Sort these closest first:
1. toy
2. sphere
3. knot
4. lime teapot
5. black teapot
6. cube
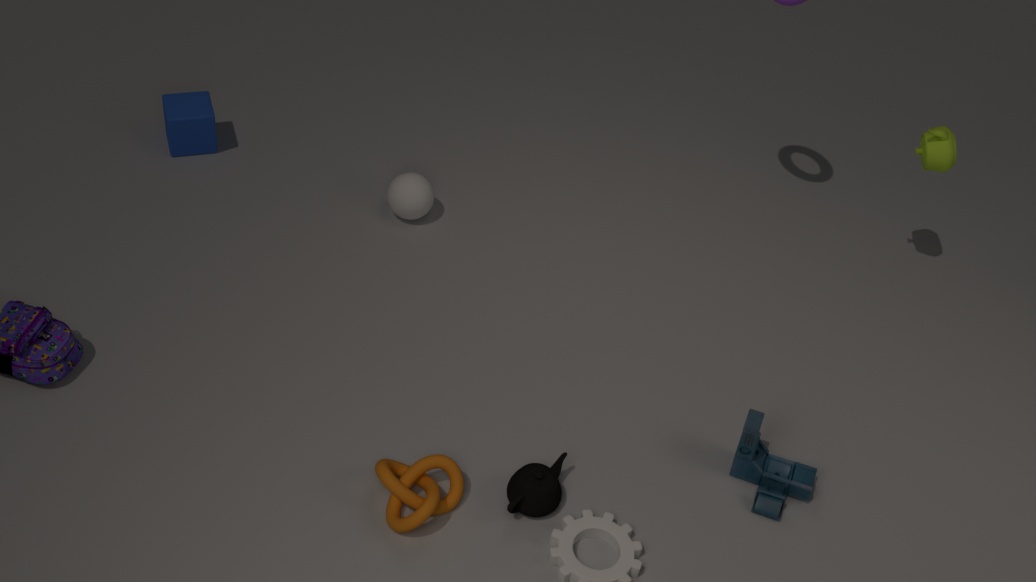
knot, black teapot, toy, lime teapot, sphere, cube
